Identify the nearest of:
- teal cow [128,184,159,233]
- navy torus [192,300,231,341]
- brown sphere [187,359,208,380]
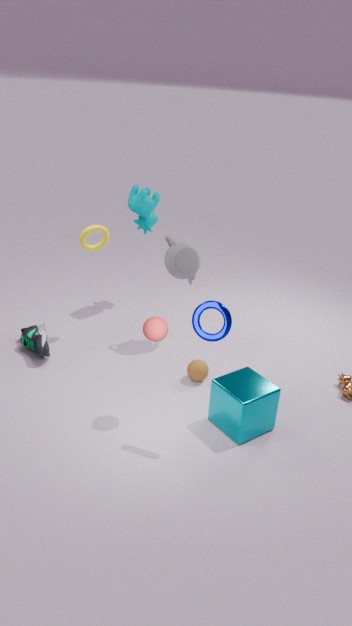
navy torus [192,300,231,341]
